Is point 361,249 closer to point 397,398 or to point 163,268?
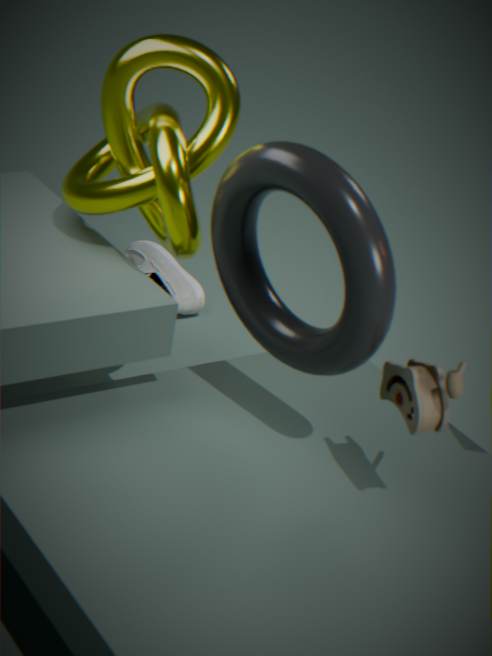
point 397,398
